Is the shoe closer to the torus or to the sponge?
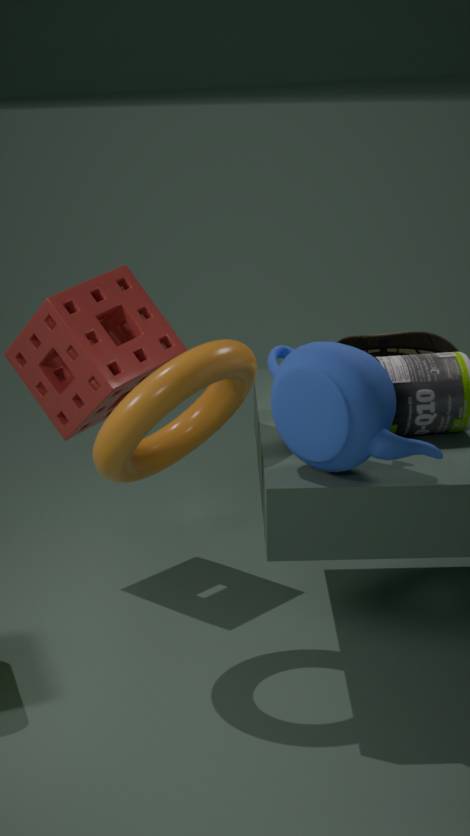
the sponge
